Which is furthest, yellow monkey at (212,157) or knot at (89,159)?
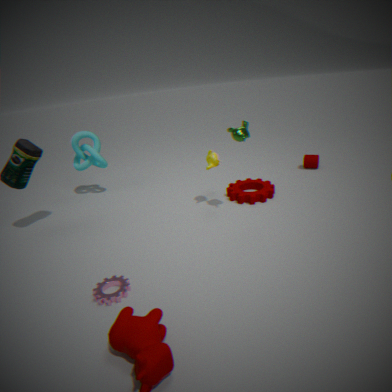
knot at (89,159)
